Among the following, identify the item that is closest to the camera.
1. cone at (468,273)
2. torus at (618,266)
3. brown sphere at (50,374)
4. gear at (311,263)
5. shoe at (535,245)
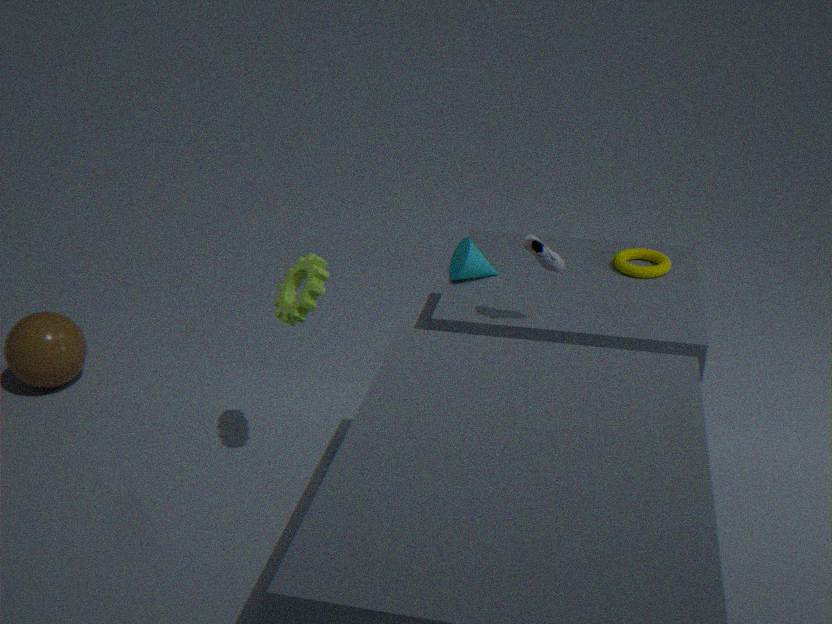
gear at (311,263)
